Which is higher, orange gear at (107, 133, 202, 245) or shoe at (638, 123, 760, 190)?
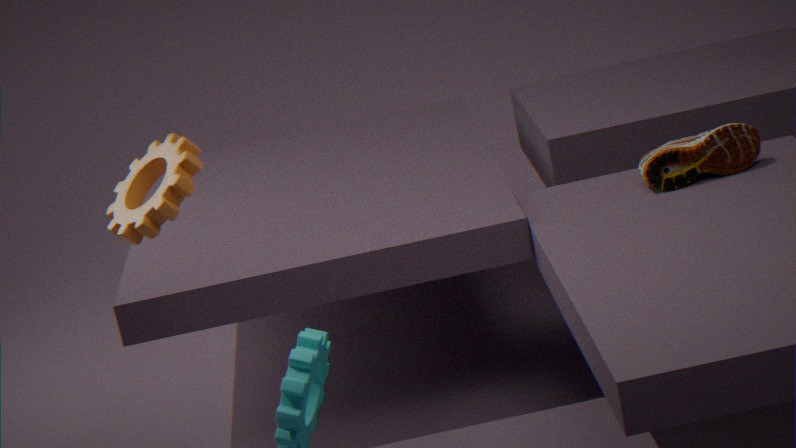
orange gear at (107, 133, 202, 245)
